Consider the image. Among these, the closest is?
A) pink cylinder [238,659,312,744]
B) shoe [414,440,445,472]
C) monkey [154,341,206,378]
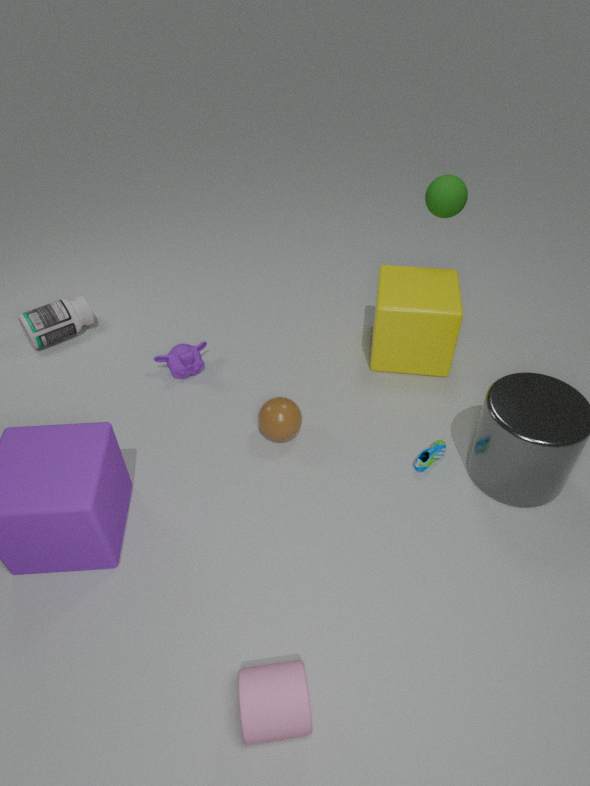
pink cylinder [238,659,312,744]
